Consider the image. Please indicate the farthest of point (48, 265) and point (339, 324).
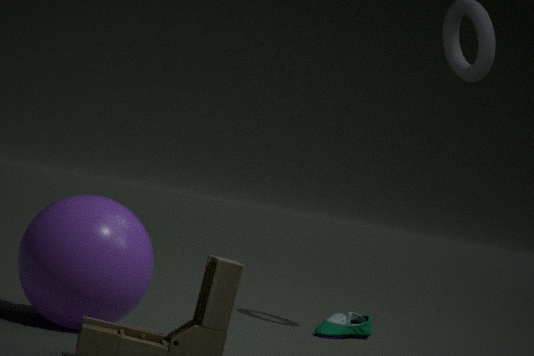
point (339, 324)
